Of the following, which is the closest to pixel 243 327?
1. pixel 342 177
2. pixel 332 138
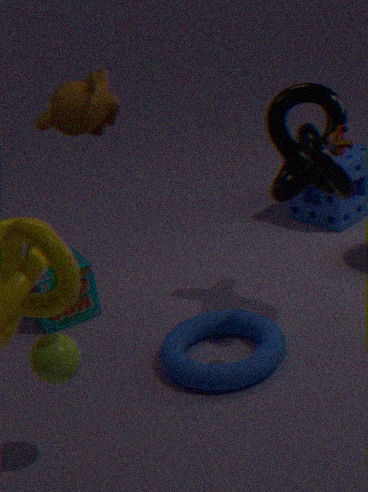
pixel 342 177
